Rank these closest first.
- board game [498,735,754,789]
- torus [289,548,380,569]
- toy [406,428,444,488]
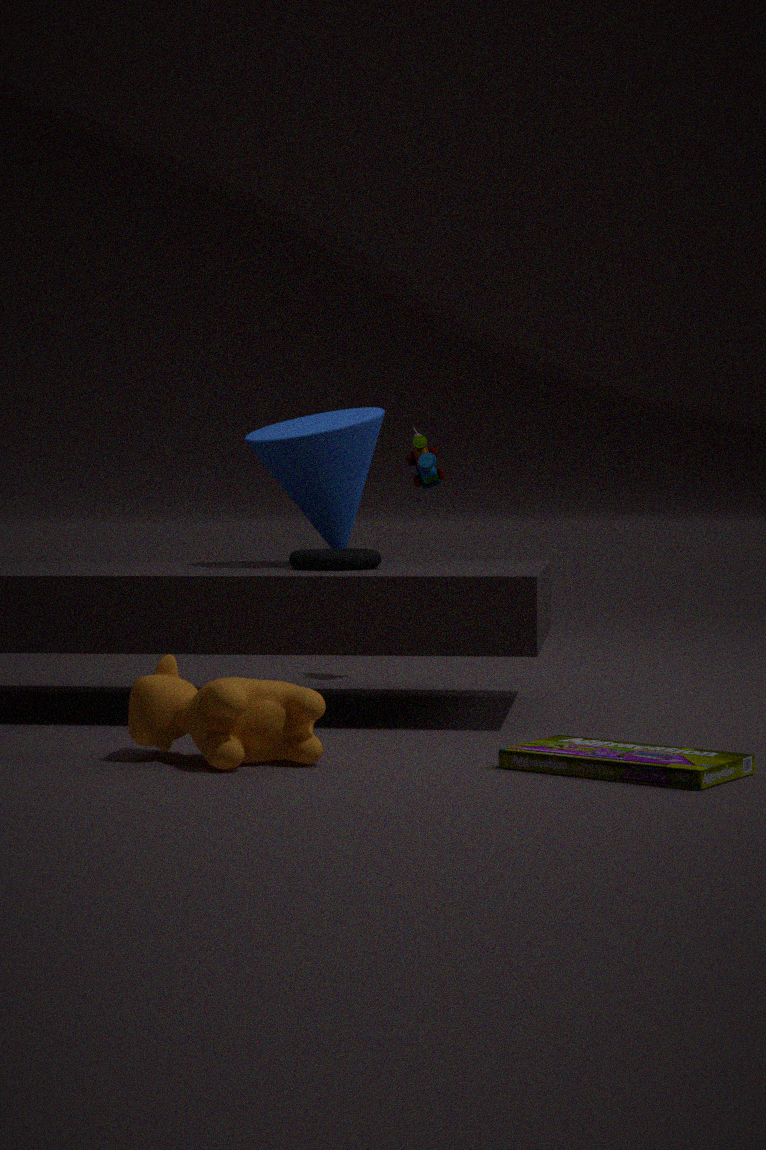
board game [498,735,754,789]
torus [289,548,380,569]
toy [406,428,444,488]
